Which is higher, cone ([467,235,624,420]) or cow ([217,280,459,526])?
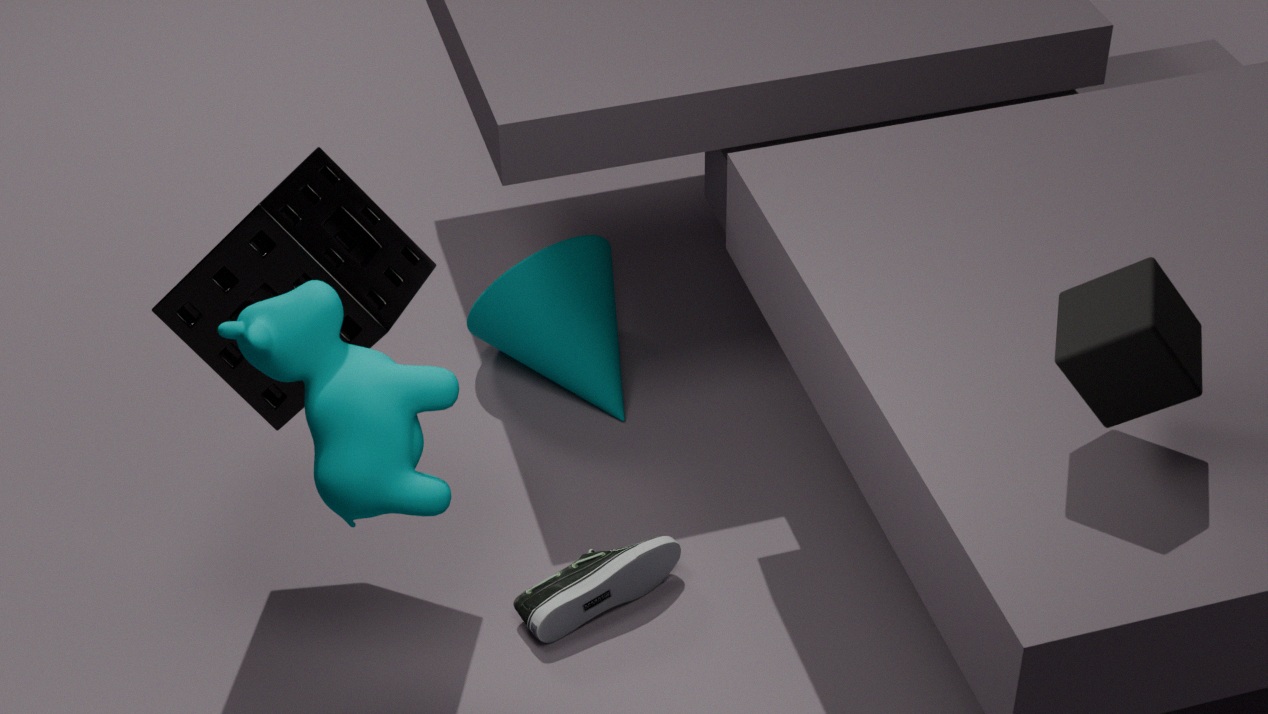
cow ([217,280,459,526])
